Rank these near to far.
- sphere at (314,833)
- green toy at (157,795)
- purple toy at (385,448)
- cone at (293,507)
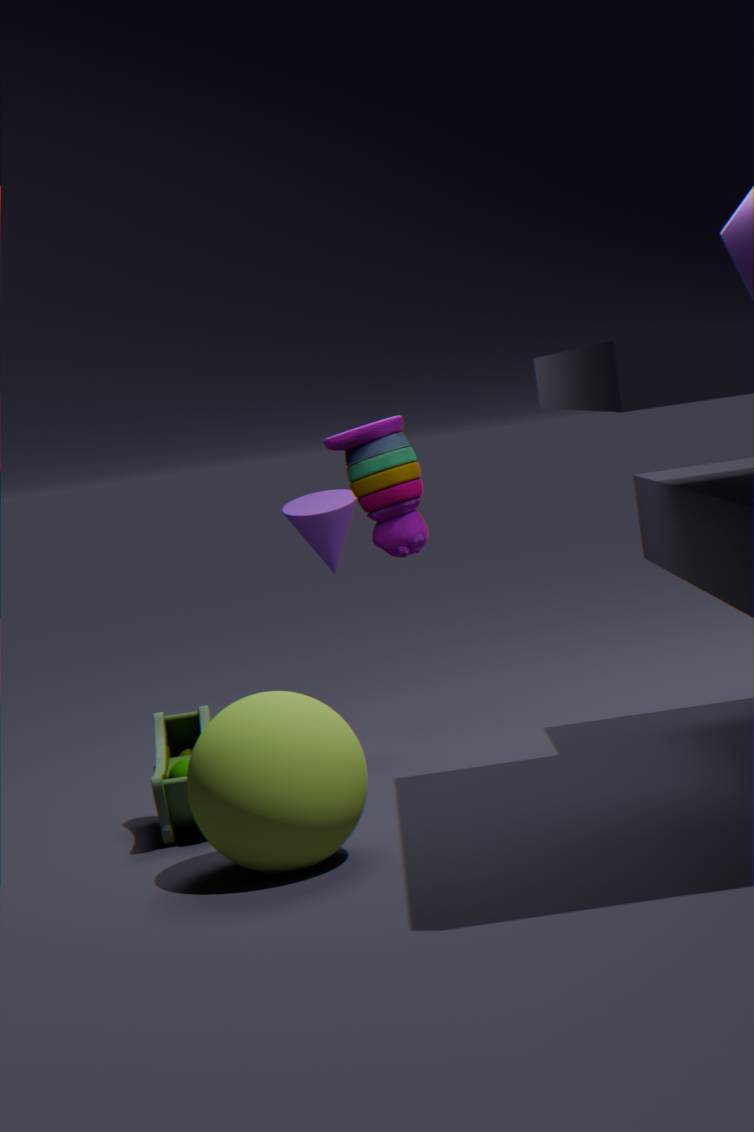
sphere at (314,833), green toy at (157,795), purple toy at (385,448), cone at (293,507)
